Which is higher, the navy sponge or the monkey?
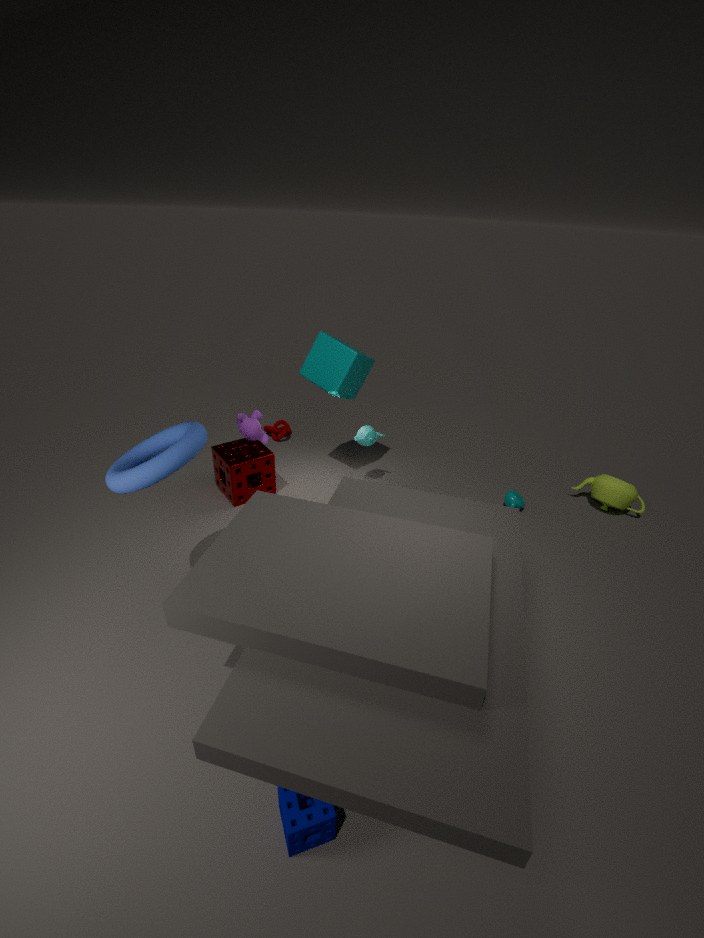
the monkey
